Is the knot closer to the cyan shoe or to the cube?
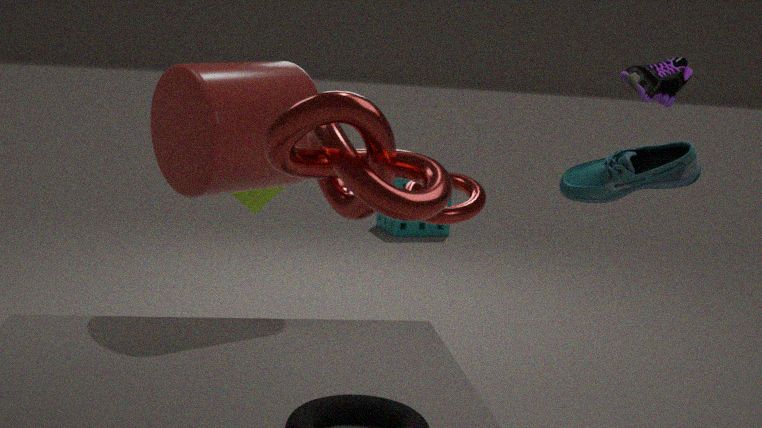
the cyan shoe
